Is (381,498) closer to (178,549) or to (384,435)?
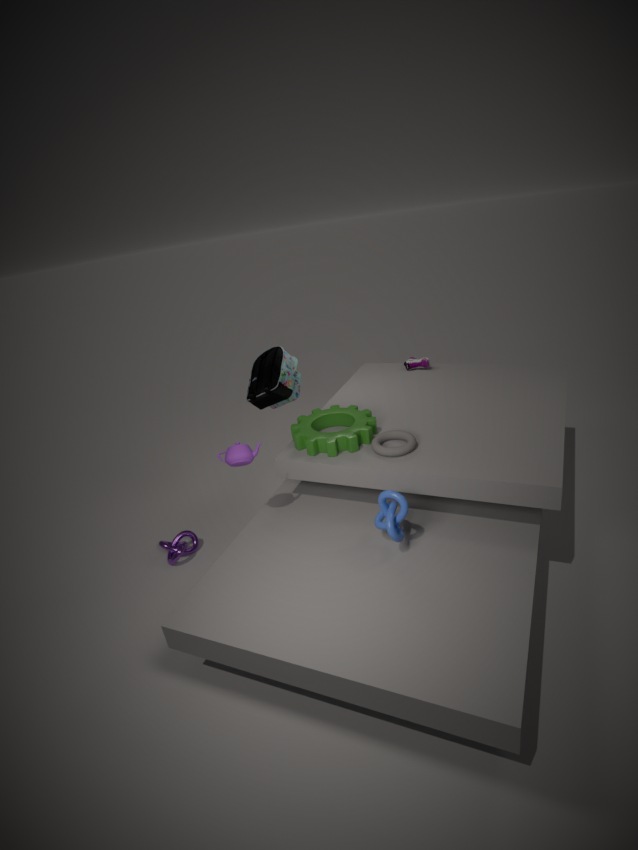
(384,435)
